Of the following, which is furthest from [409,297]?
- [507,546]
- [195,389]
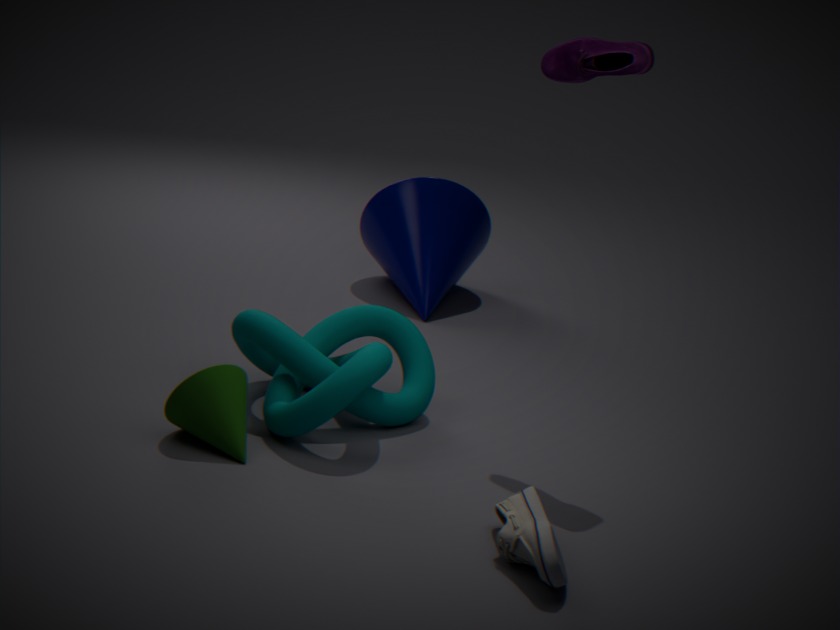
[507,546]
